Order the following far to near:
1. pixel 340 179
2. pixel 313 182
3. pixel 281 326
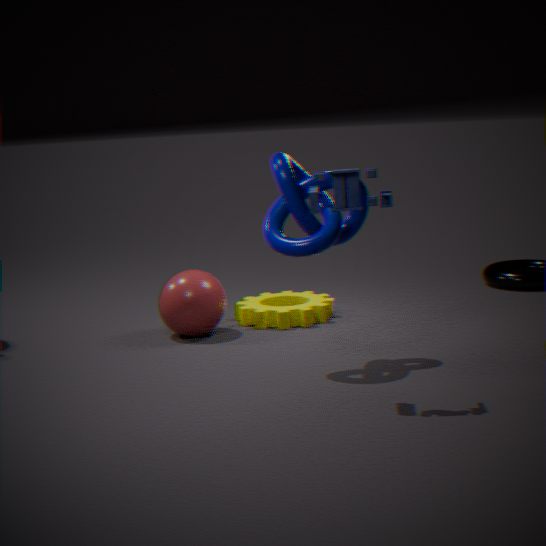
pixel 281 326 < pixel 313 182 < pixel 340 179
